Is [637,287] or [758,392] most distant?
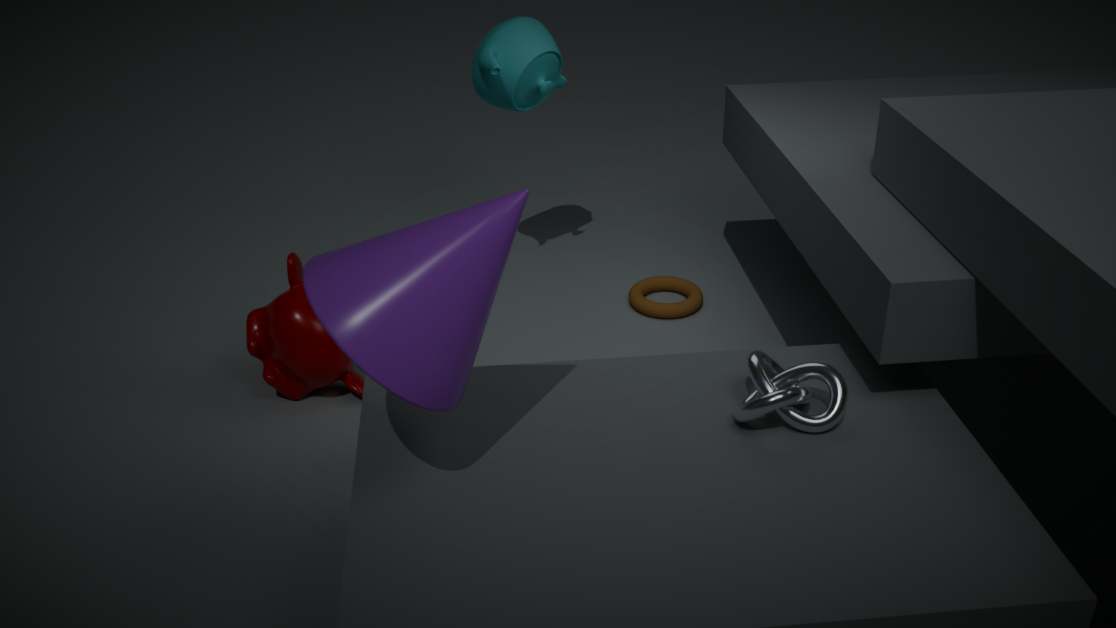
[637,287]
